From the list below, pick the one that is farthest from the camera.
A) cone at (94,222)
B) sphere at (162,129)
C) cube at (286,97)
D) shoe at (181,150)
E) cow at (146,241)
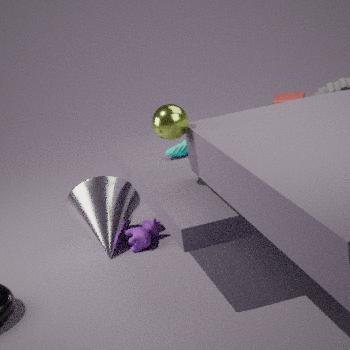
cube at (286,97)
